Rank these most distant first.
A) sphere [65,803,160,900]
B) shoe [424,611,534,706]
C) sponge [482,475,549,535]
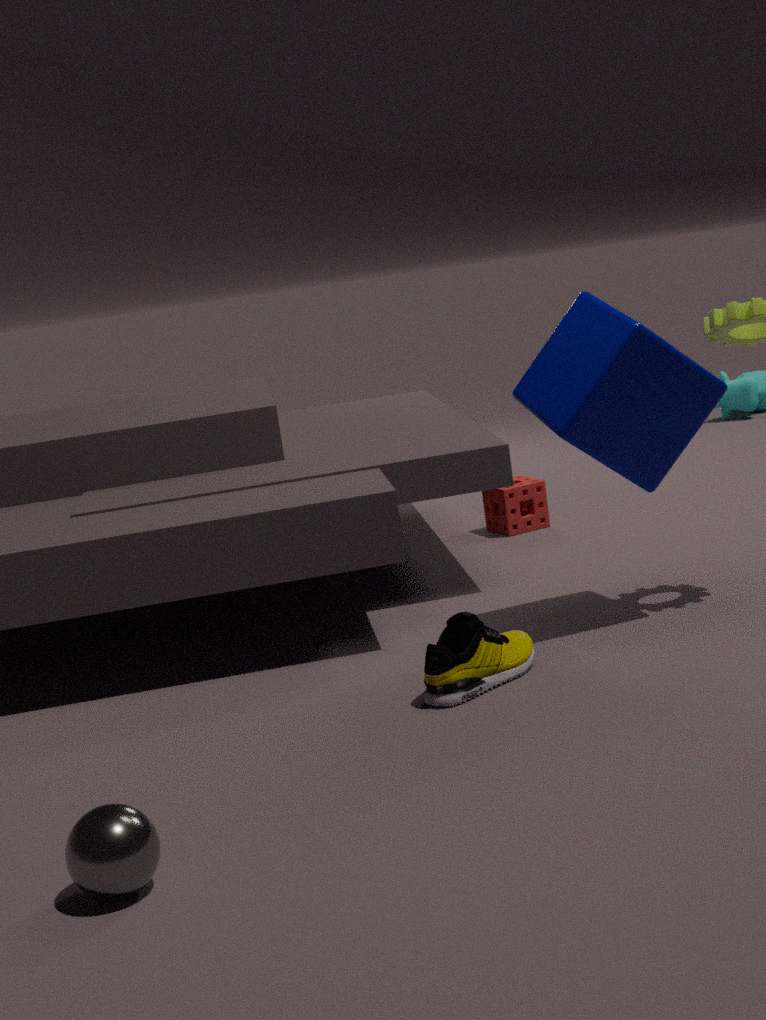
sponge [482,475,549,535] → shoe [424,611,534,706] → sphere [65,803,160,900]
